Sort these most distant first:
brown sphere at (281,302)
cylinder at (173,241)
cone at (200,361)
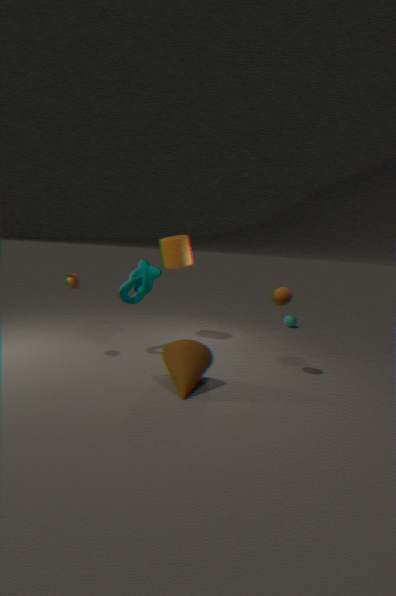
cylinder at (173,241), brown sphere at (281,302), cone at (200,361)
